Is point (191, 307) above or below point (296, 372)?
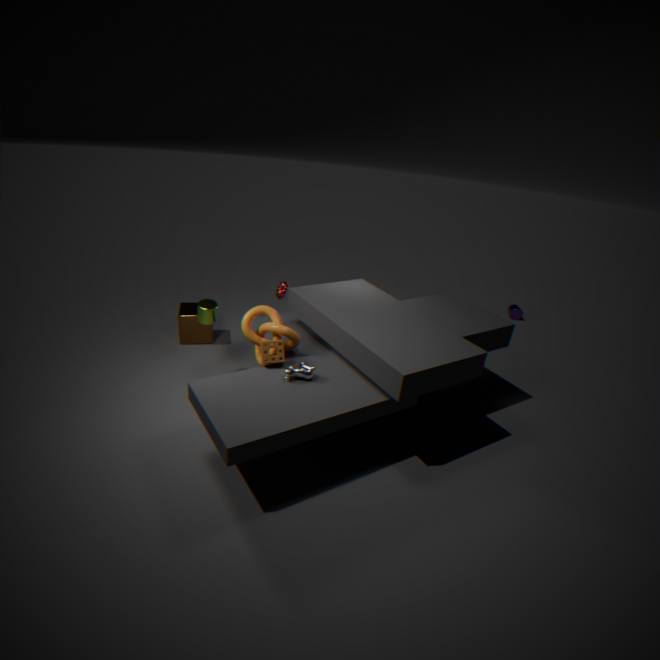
below
